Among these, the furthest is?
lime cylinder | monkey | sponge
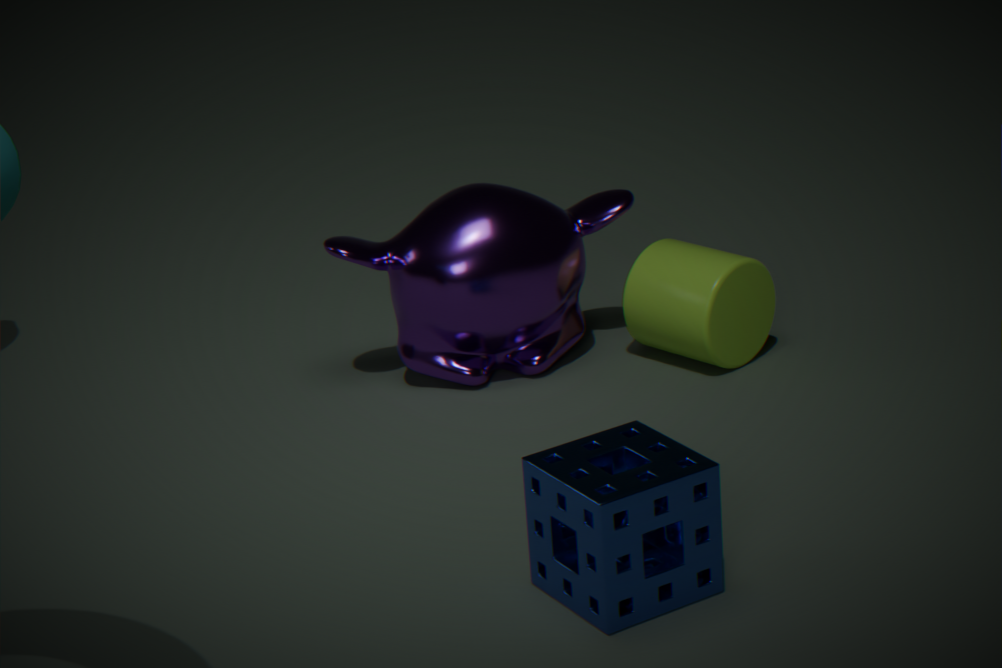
lime cylinder
